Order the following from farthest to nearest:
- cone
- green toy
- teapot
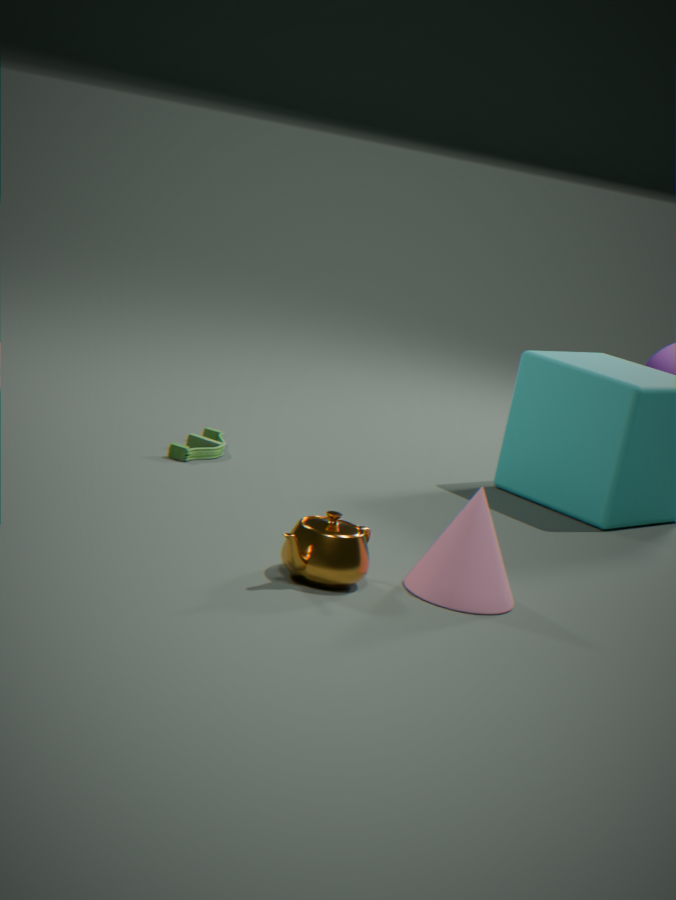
green toy < cone < teapot
